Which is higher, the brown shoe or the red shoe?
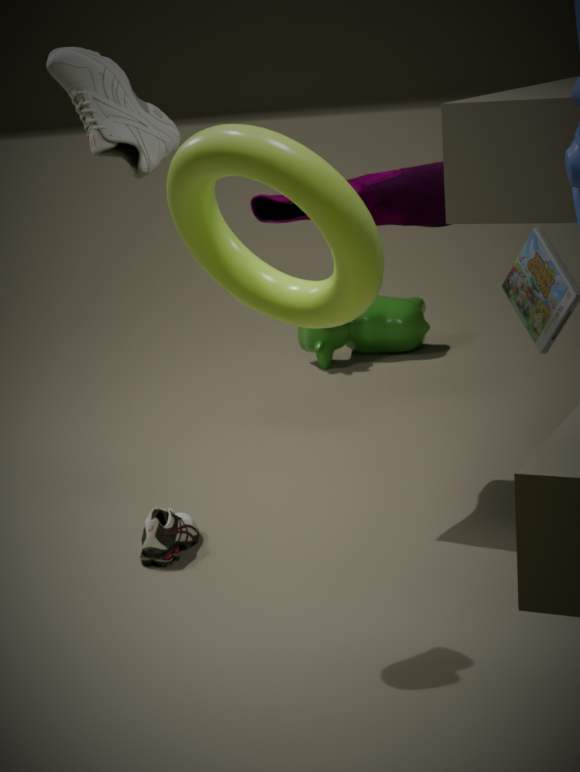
the red shoe
